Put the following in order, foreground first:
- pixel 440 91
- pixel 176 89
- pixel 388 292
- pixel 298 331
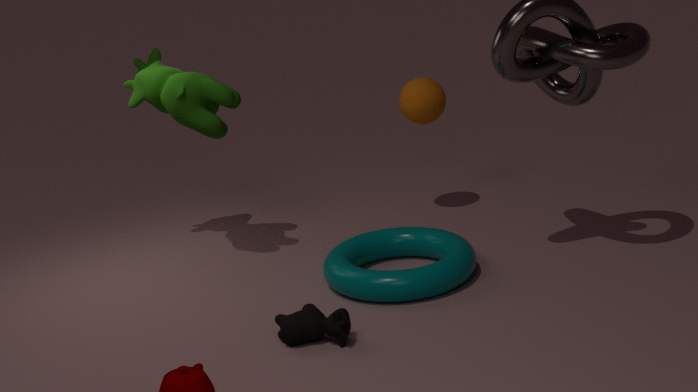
pixel 298 331
pixel 388 292
pixel 176 89
pixel 440 91
